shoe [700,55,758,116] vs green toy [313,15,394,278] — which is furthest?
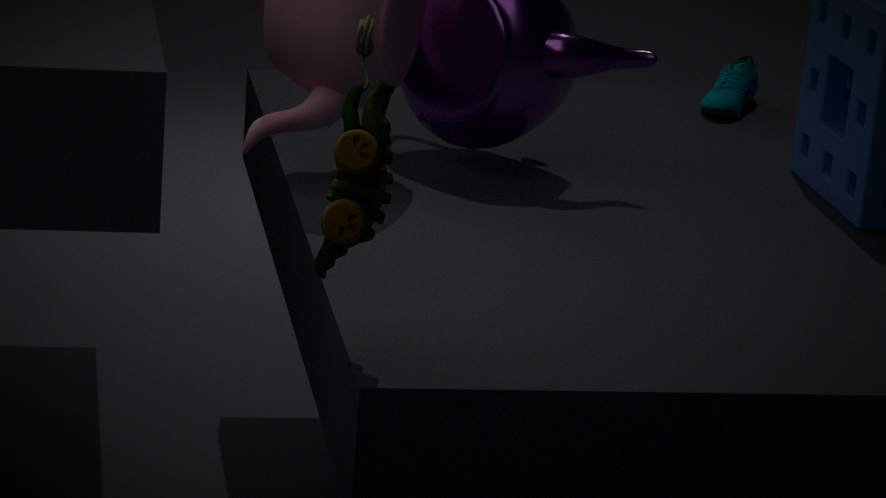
shoe [700,55,758,116]
